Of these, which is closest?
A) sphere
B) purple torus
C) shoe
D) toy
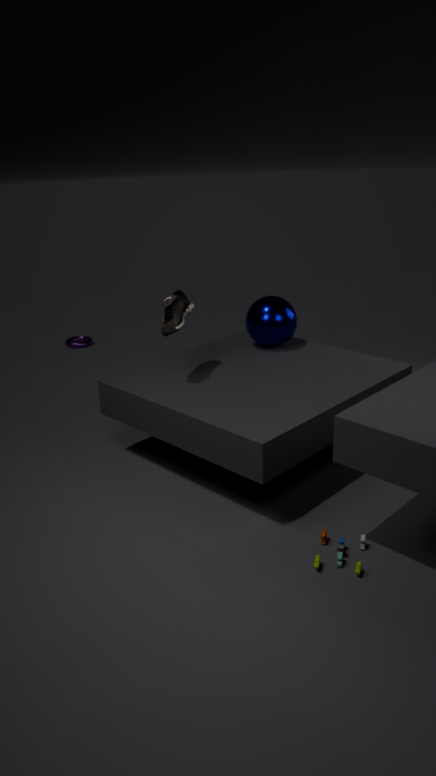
toy
